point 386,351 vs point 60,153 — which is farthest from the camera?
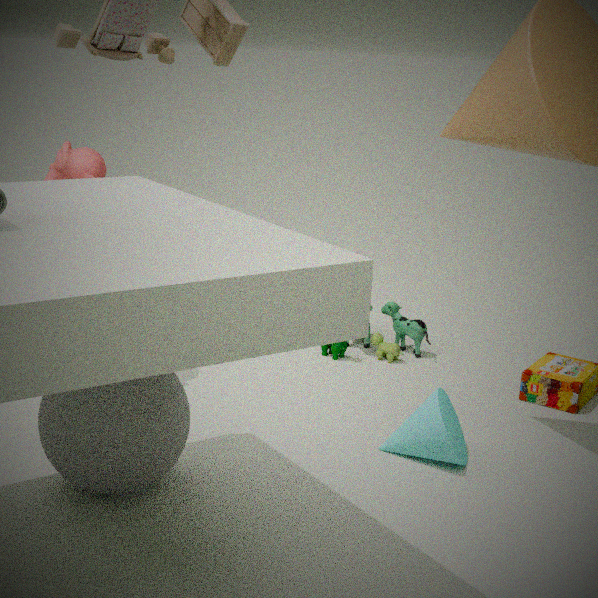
point 386,351
